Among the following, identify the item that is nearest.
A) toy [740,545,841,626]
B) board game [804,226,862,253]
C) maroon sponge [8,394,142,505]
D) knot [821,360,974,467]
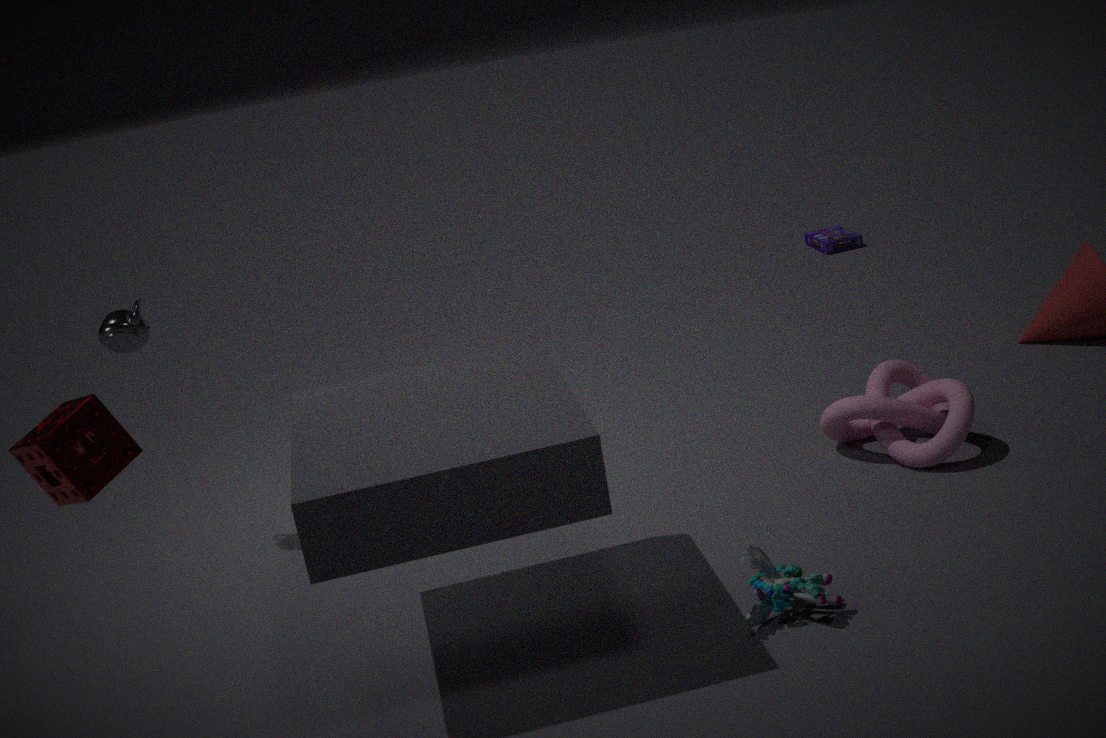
maroon sponge [8,394,142,505]
